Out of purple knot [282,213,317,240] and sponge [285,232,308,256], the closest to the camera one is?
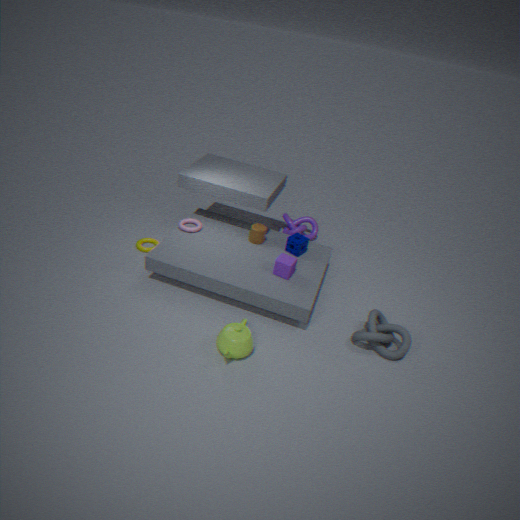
sponge [285,232,308,256]
